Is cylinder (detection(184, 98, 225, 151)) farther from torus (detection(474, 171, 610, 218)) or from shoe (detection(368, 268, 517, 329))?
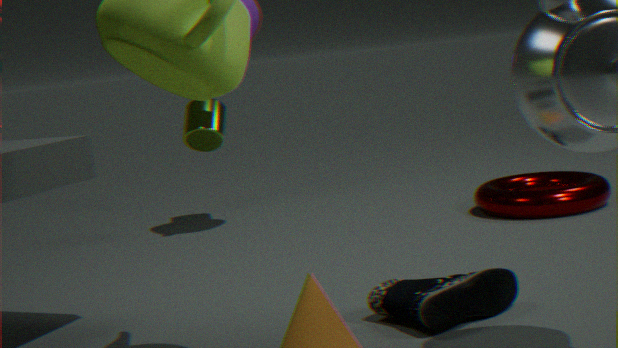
shoe (detection(368, 268, 517, 329))
